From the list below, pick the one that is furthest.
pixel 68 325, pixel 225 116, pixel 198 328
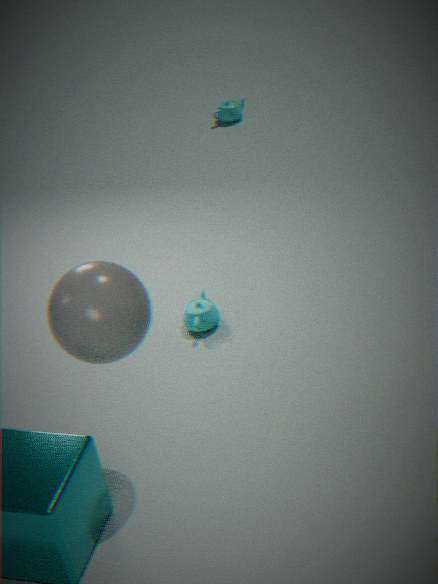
pixel 225 116
